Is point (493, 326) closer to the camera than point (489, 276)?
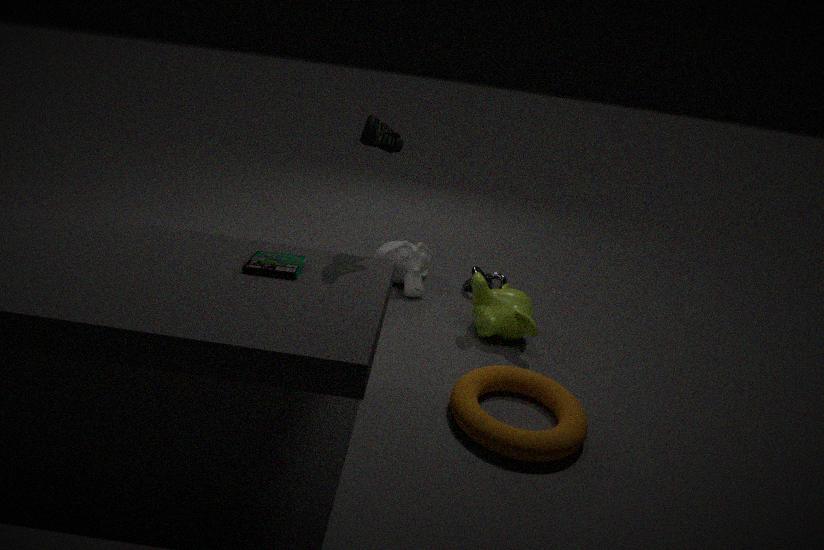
Yes
